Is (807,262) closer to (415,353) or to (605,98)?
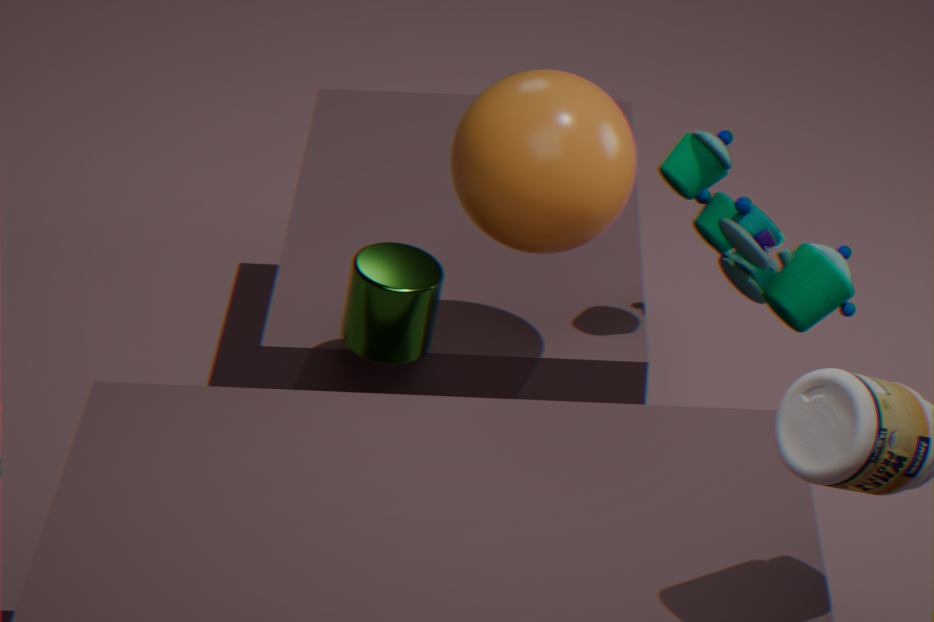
(605,98)
